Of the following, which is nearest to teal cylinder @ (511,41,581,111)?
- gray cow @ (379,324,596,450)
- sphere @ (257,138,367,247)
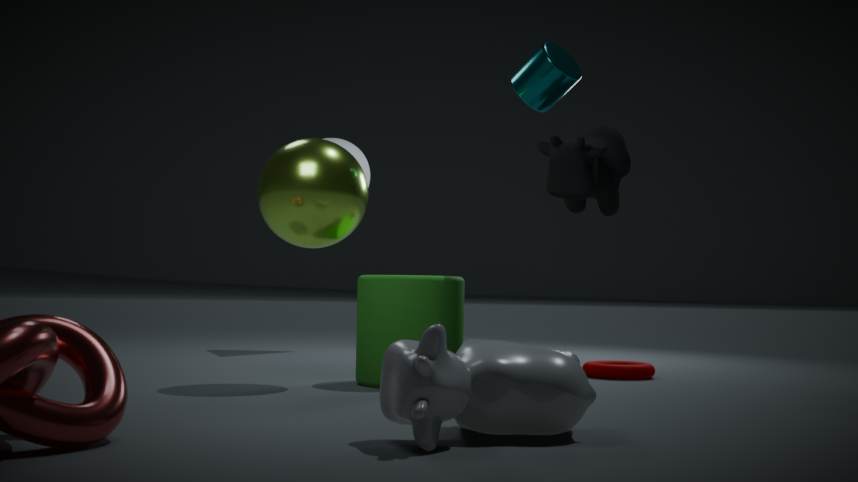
sphere @ (257,138,367,247)
